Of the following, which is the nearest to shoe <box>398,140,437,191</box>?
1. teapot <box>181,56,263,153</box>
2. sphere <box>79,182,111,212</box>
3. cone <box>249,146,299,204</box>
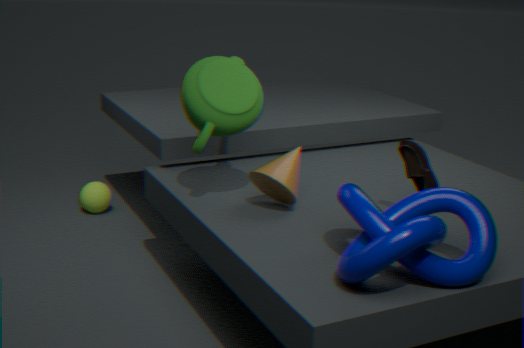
cone <box>249,146,299,204</box>
